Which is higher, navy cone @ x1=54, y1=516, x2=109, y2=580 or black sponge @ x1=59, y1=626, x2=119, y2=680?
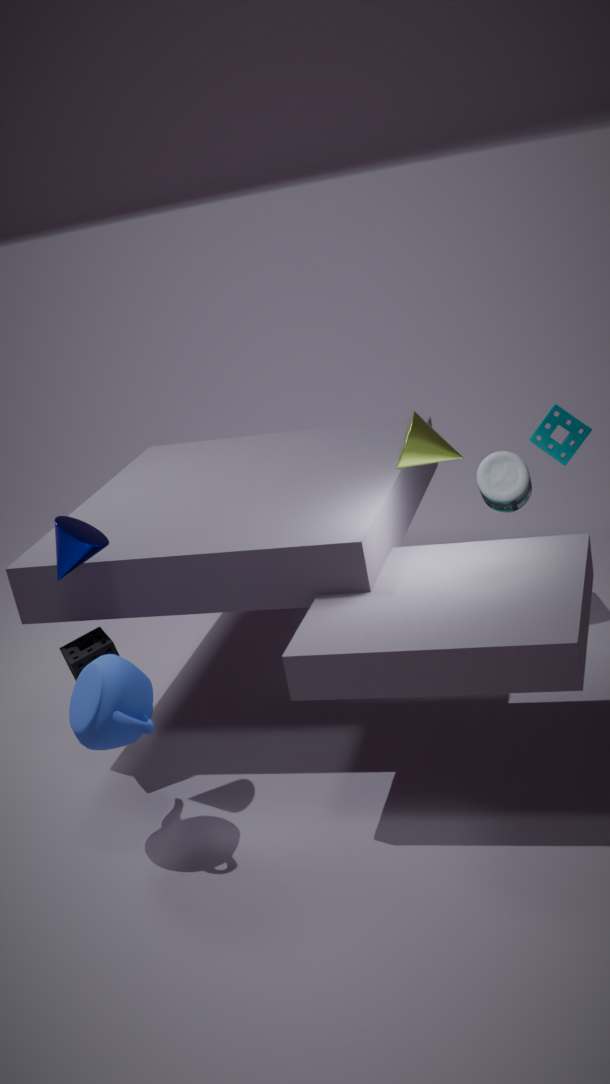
navy cone @ x1=54, y1=516, x2=109, y2=580
